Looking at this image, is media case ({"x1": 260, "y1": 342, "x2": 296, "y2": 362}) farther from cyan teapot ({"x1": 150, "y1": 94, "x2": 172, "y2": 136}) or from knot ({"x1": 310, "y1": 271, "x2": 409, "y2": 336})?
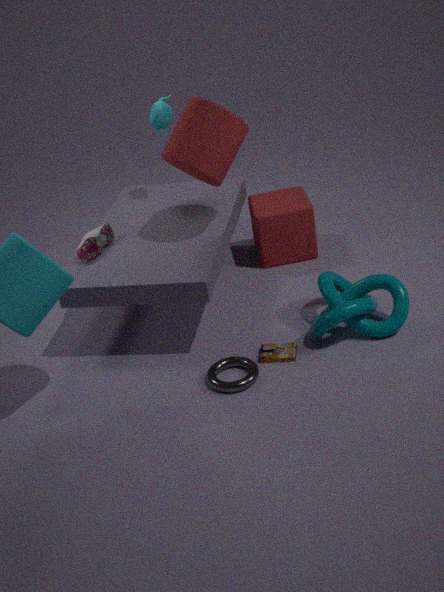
cyan teapot ({"x1": 150, "y1": 94, "x2": 172, "y2": 136})
